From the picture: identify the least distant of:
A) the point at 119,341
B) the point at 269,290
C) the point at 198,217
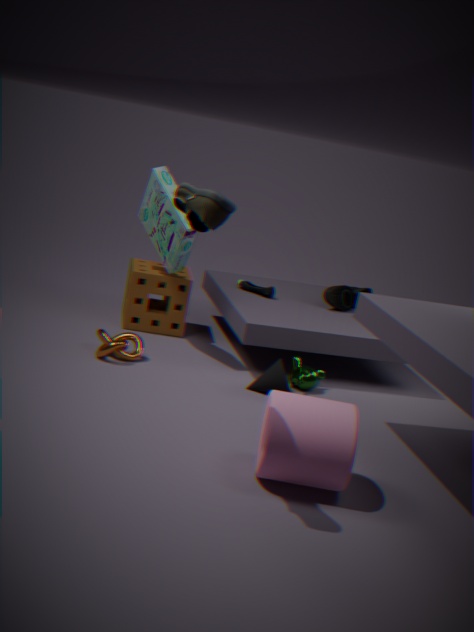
the point at 198,217
